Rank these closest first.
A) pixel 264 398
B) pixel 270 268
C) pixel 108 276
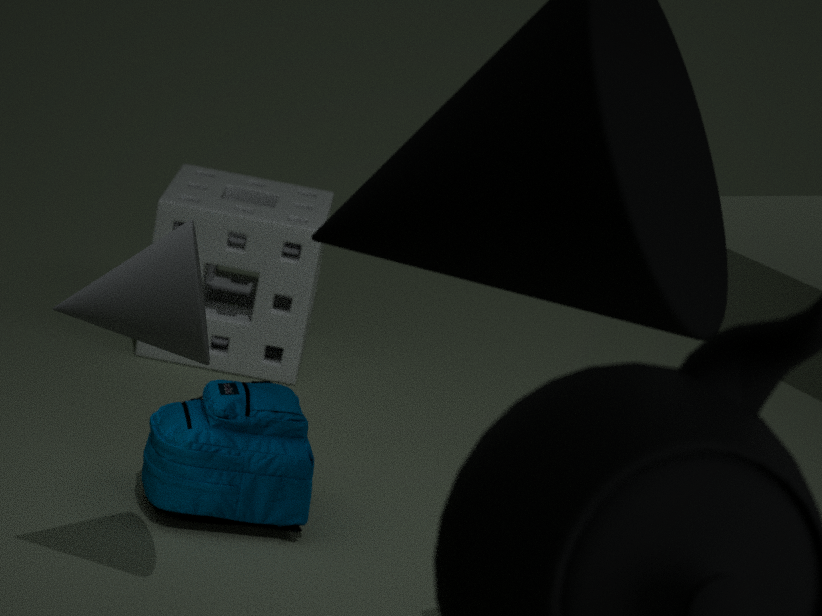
pixel 108 276, pixel 264 398, pixel 270 268
